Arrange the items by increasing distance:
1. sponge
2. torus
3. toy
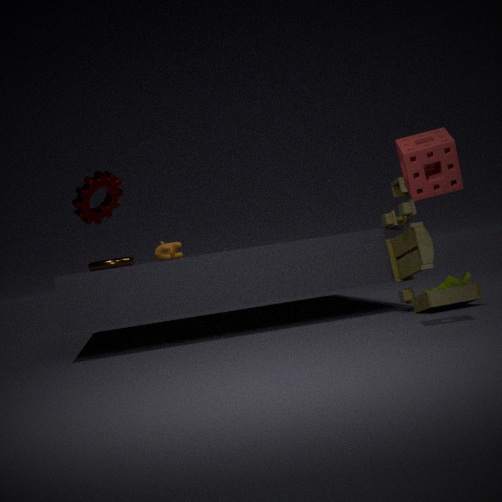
sponge → toy → torus
